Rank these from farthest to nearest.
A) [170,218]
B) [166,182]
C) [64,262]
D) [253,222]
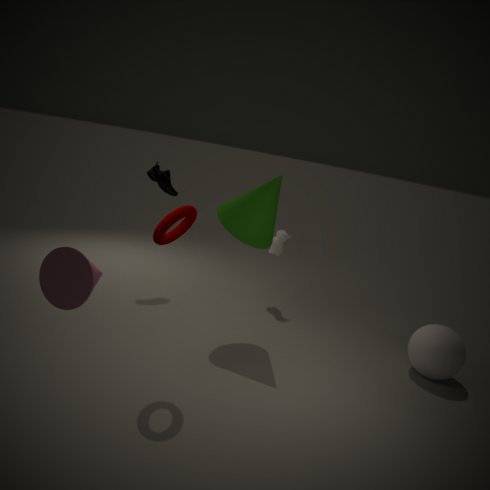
[166,182]
[253,222]
[170,218]
[64,262]
